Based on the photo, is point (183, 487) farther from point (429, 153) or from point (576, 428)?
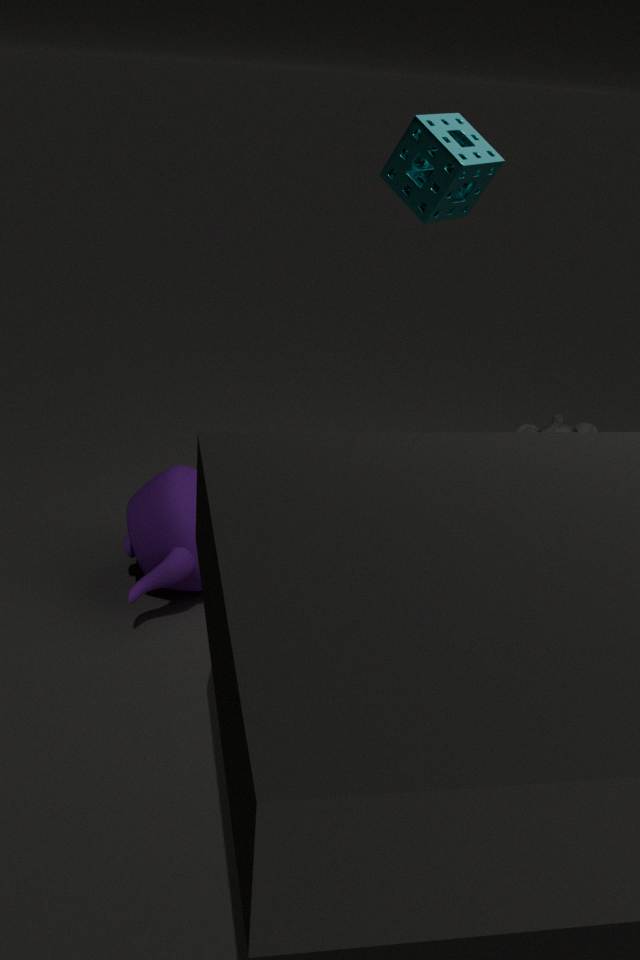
point (576, 428)
